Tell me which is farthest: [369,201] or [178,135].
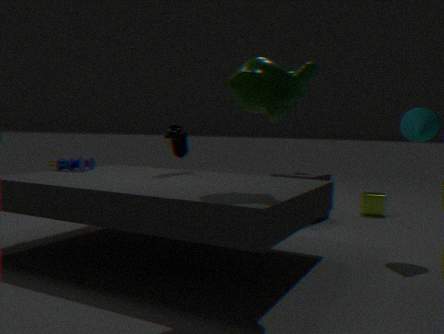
[369,201]
